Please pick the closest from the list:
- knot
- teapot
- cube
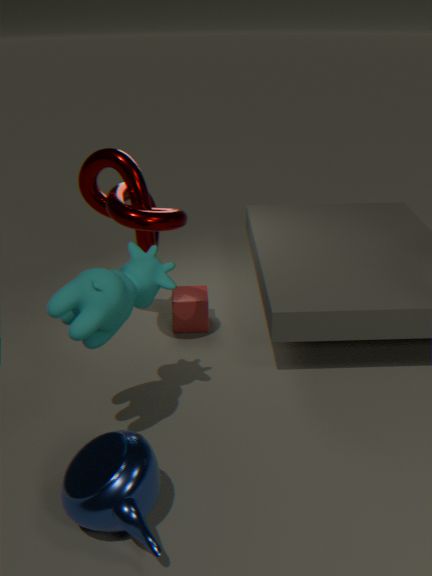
teapot
